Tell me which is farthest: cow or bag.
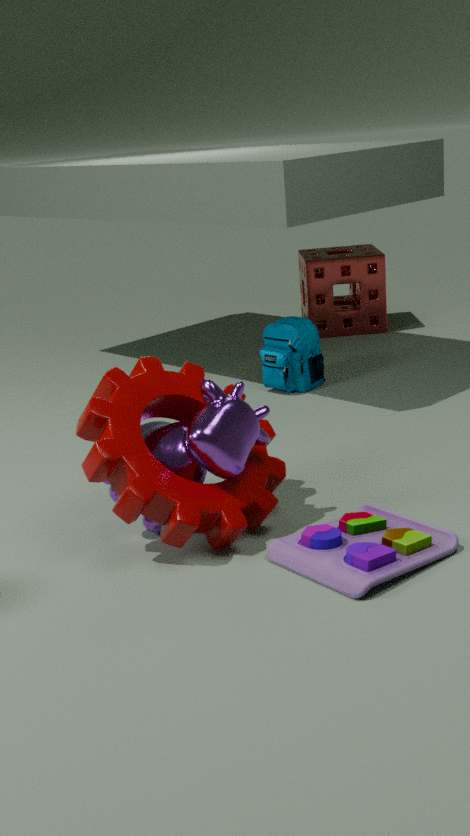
bag
